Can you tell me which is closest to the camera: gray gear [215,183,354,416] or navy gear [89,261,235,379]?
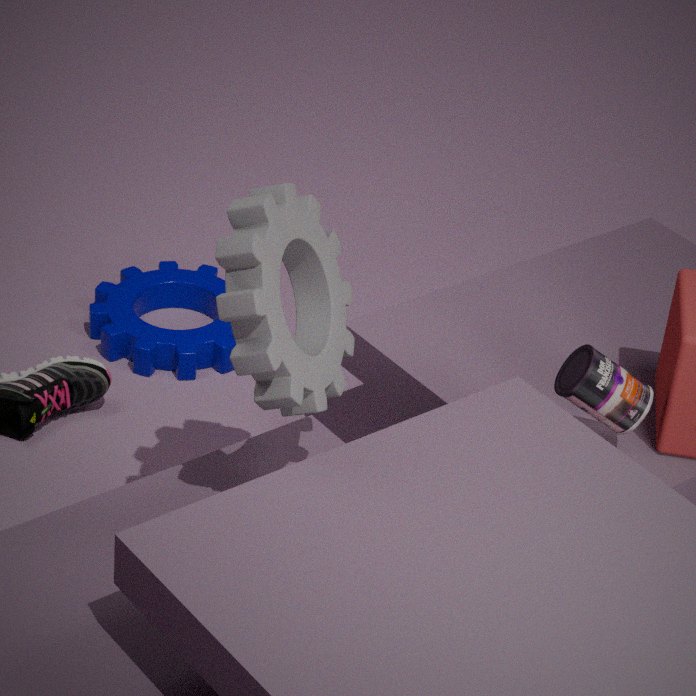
gray gear [215,183,354,416]
